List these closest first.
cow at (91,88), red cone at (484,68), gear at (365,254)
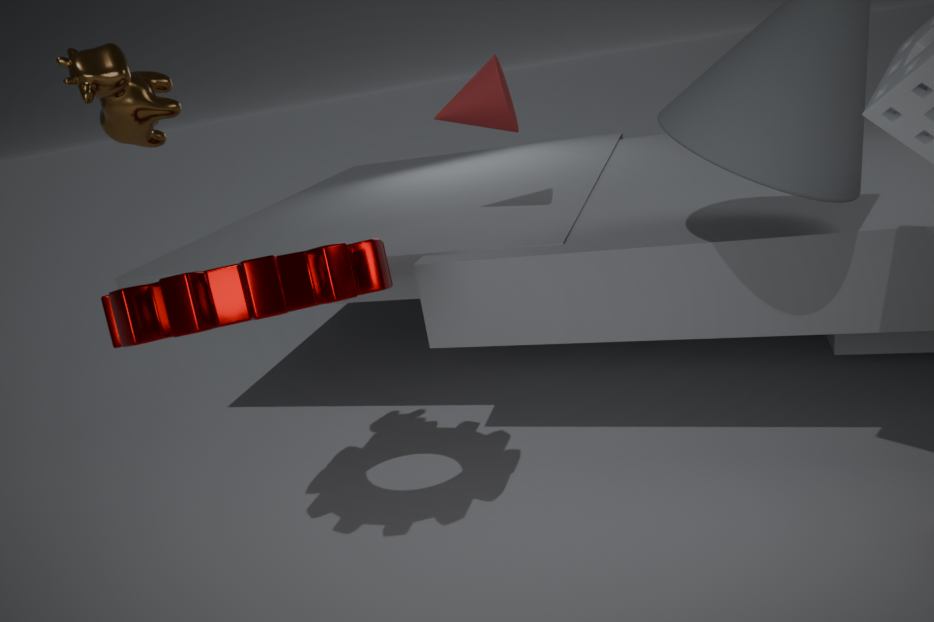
gear at (365,254) < cow at (91,88) < red cone at (484,68)
